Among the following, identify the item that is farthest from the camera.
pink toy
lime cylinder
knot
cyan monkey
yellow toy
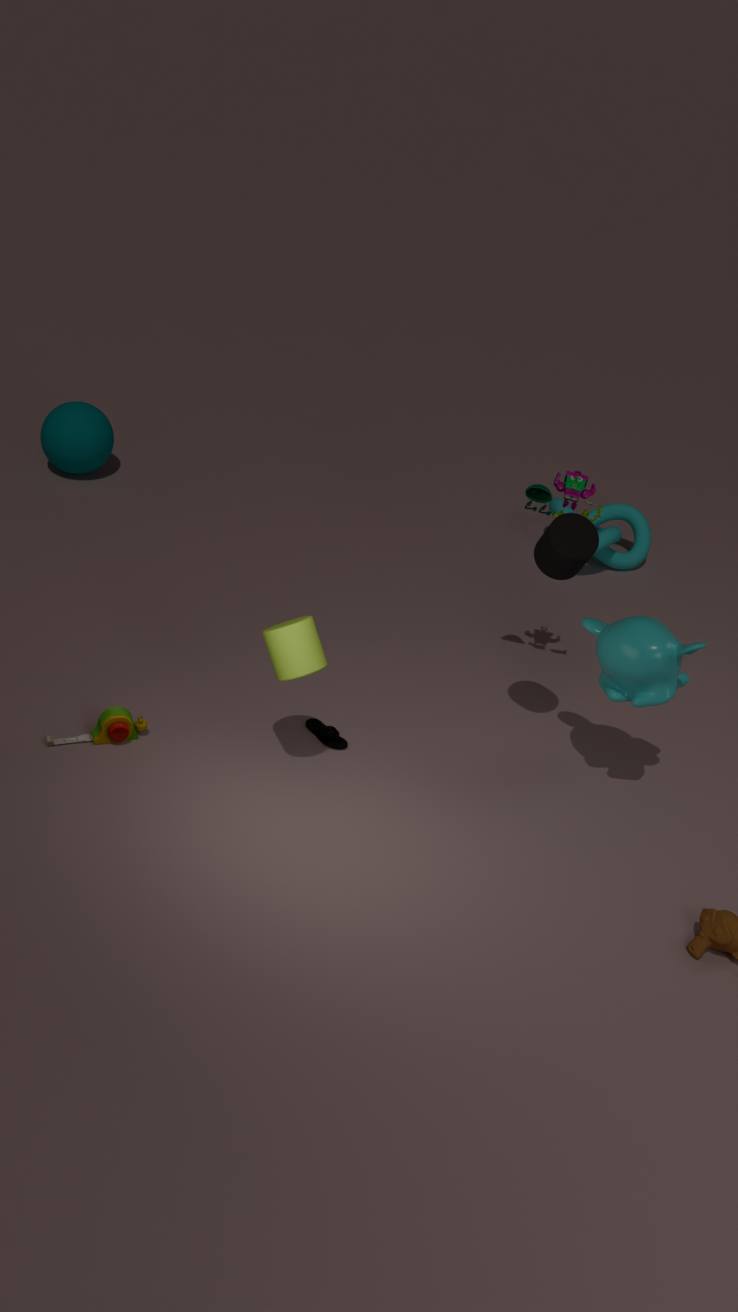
knot
